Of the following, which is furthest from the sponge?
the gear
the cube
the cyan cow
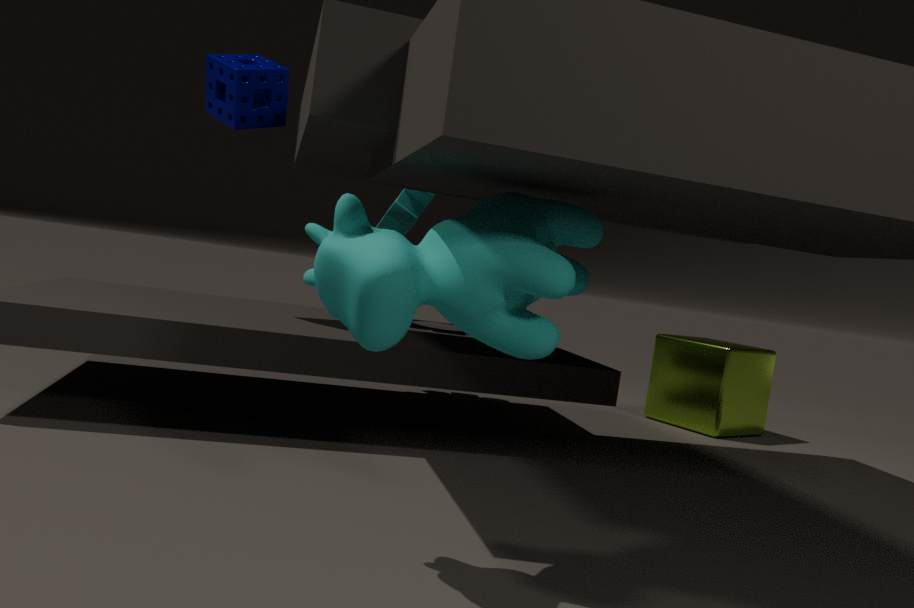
the cube
